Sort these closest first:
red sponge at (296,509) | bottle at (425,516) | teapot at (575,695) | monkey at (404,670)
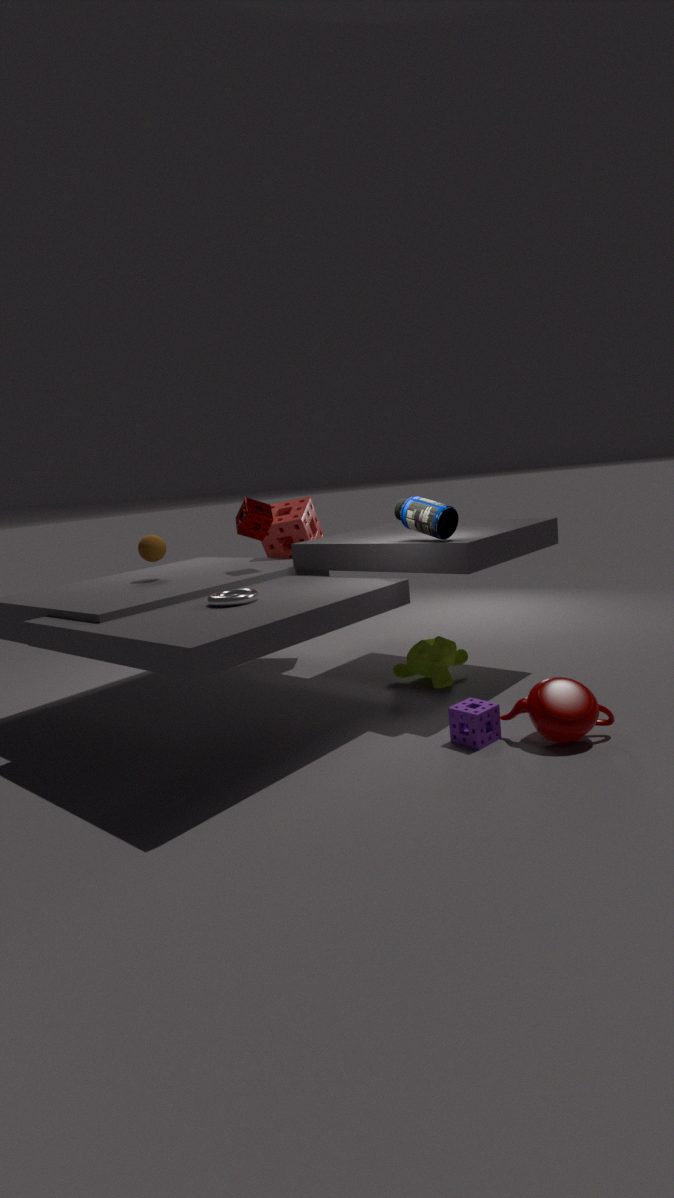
teapot at (575,695) < bottle at (425,516) < monkey at (404,670) < red sponge at (296,509)
